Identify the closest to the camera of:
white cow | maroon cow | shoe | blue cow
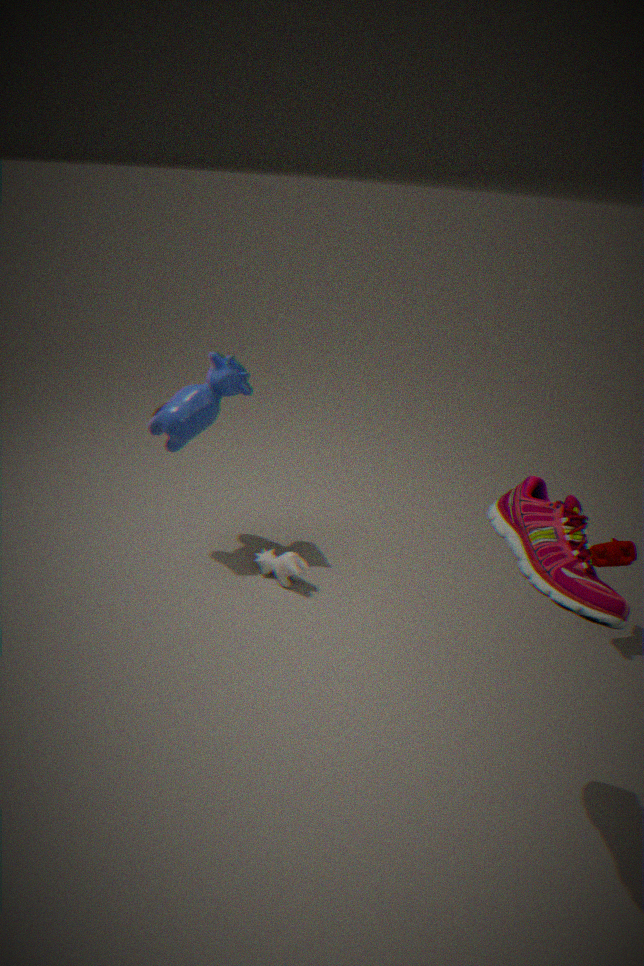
shoe
